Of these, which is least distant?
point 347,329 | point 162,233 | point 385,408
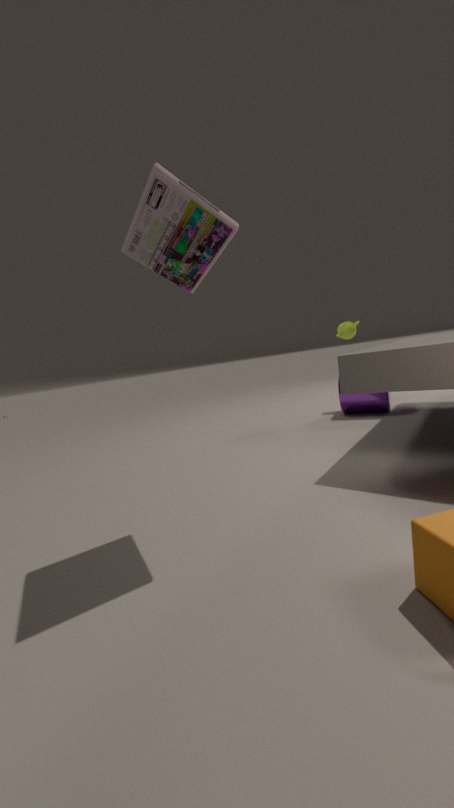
point 162,233
